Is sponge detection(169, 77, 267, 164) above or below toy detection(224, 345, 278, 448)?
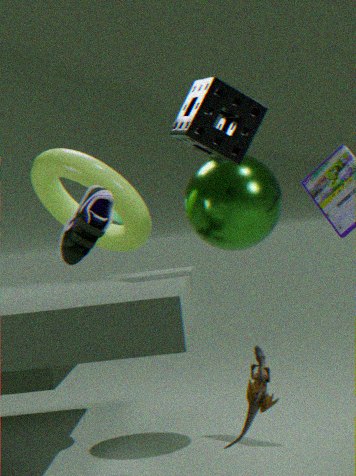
above
